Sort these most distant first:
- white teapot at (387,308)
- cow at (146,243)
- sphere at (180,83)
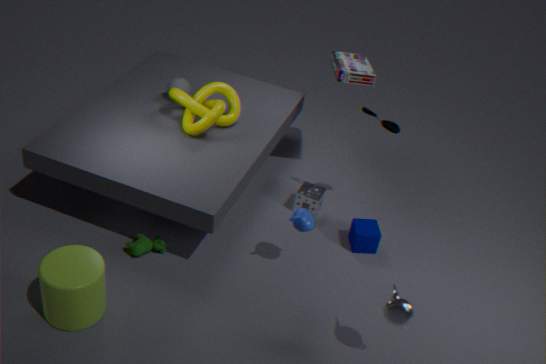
1. sphere at (180,83)
2. cow at (146,243)
3. white teapot at (387,308)
